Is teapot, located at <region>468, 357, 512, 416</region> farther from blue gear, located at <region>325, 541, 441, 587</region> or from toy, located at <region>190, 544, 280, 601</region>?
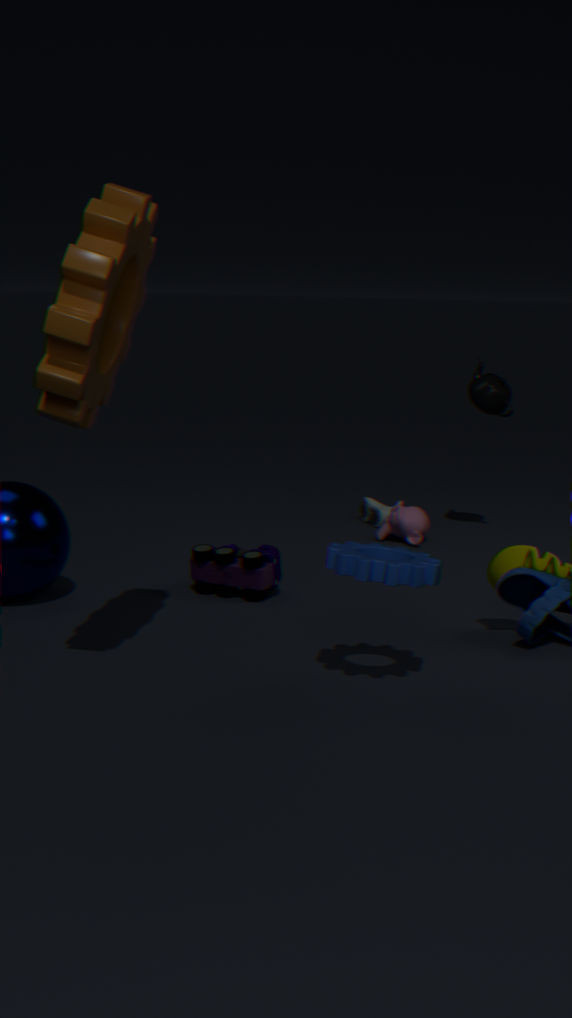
blue gear, located at <region>325, 541, 441, 587</region>
